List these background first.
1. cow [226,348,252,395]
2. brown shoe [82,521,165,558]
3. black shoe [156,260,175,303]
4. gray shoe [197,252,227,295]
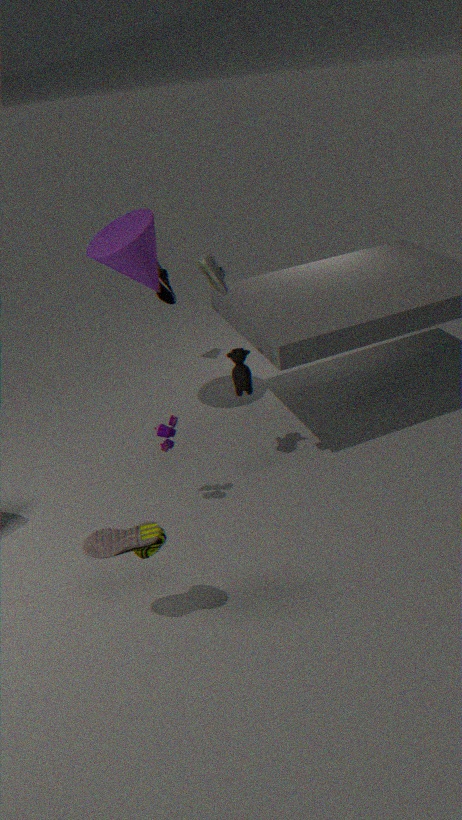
1. black shoe [156,260,175,303]
2. cow [226,348,252,395]
3. gray shoe [197,252,227,295]
4. brown shoe [82,521,165,558]
